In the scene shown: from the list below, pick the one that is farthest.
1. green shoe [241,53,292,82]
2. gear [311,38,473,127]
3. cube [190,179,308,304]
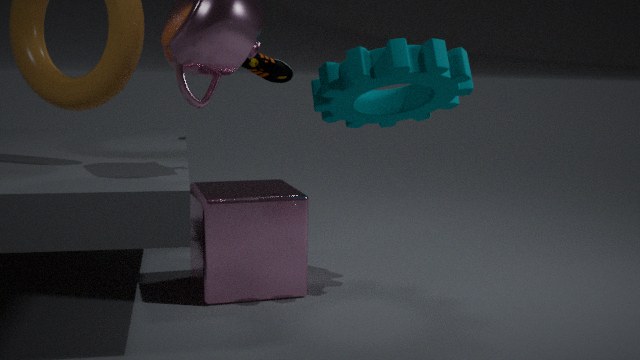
green shoe [241,53,292,82]
